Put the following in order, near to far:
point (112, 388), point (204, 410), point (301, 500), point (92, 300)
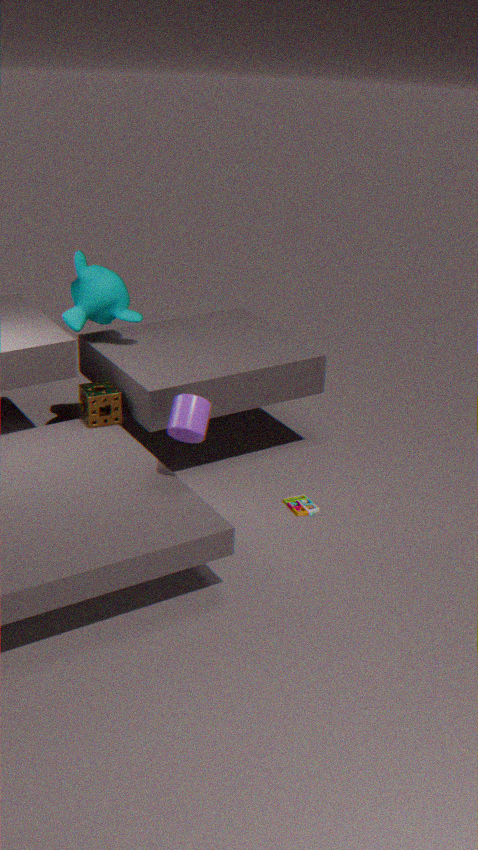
1. point (204, 410)
2. point (301, 500)
3. point (112, 388)
4. point (92, 300)
